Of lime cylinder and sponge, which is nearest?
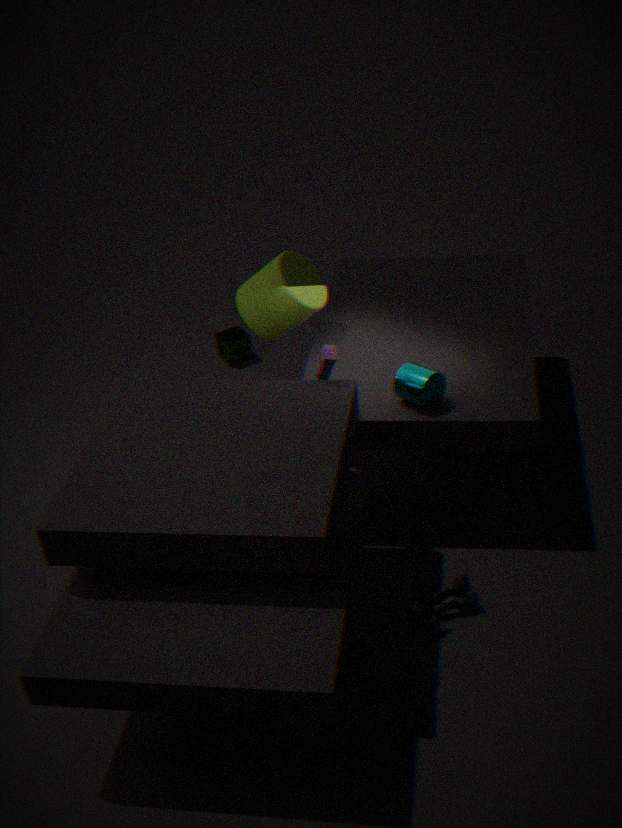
lime cylinder
